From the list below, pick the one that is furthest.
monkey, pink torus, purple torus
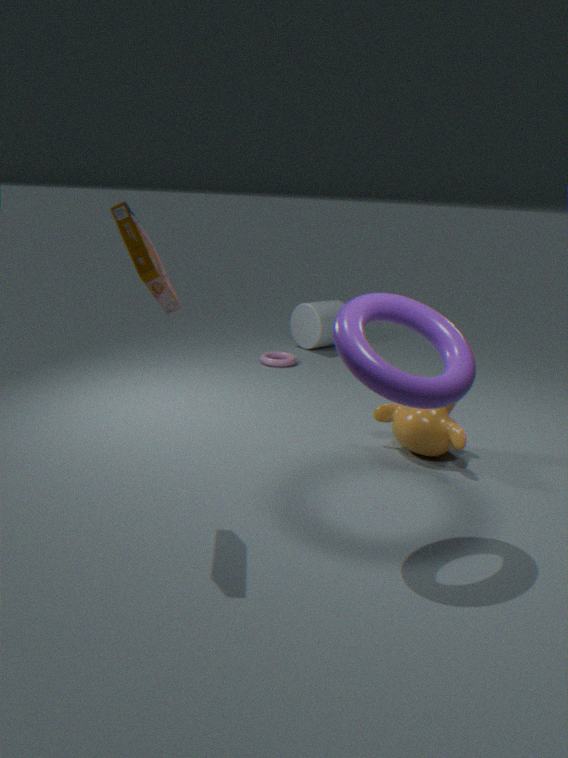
pink torus
